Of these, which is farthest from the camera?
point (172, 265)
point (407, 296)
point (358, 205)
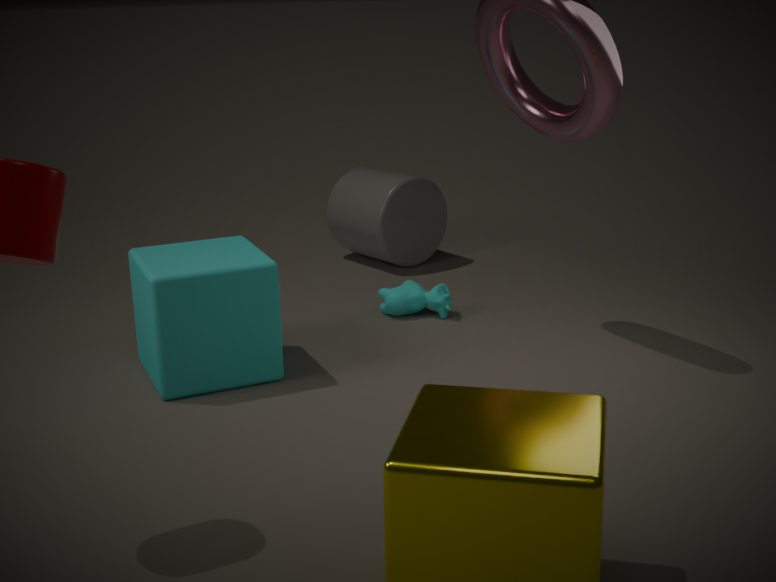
point (358, 205)
